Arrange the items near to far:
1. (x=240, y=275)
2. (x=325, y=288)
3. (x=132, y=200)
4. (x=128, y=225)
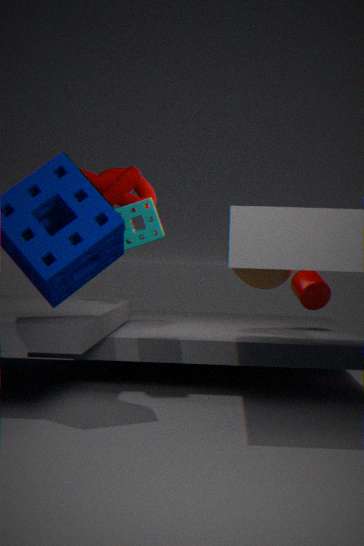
(x=128, y=225), (x=240, y=275), (x=132, y=200), (x=325, y=288)
